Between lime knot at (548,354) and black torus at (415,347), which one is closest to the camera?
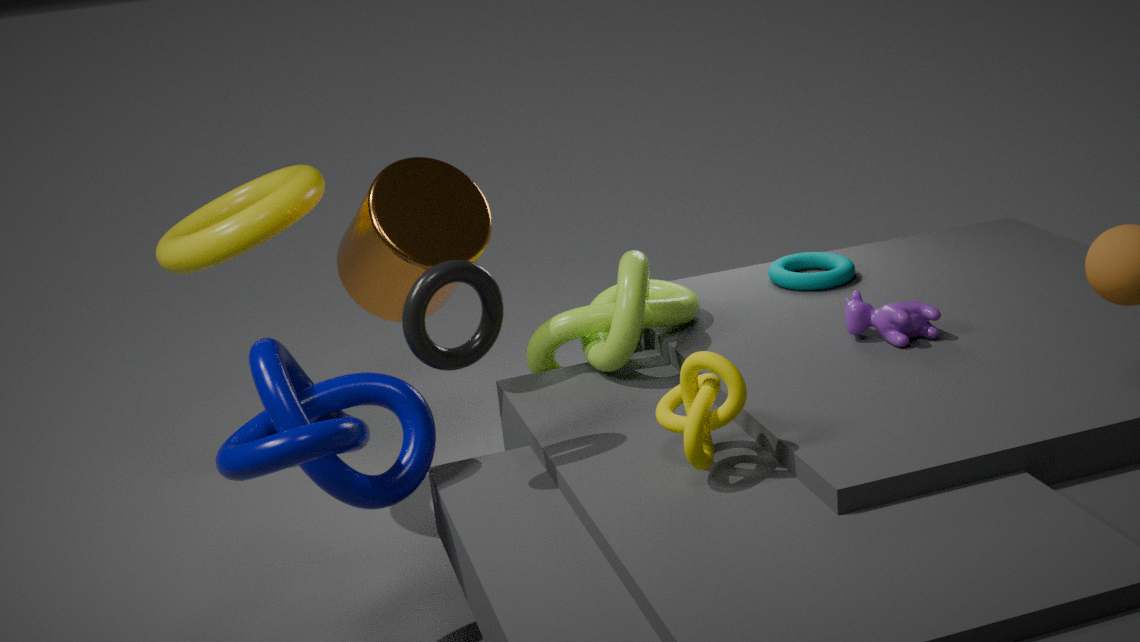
black torus at (415,347)
